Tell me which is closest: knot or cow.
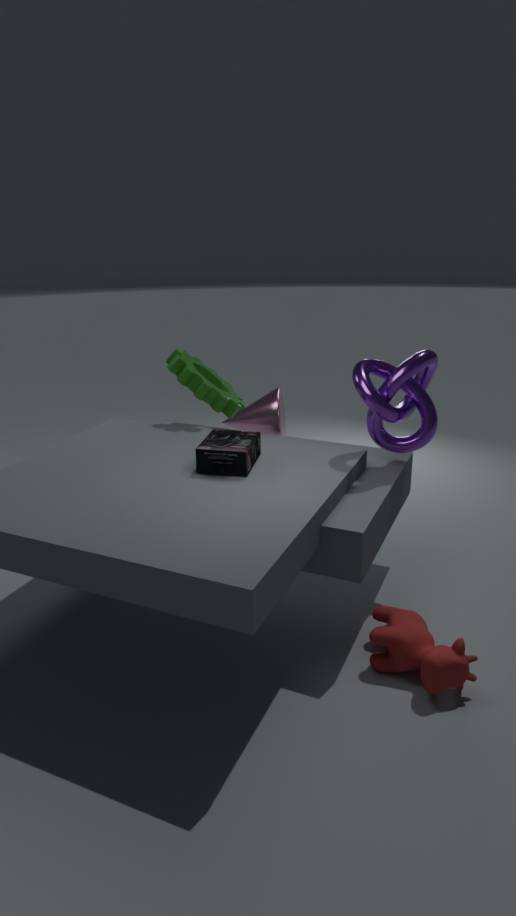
cow
